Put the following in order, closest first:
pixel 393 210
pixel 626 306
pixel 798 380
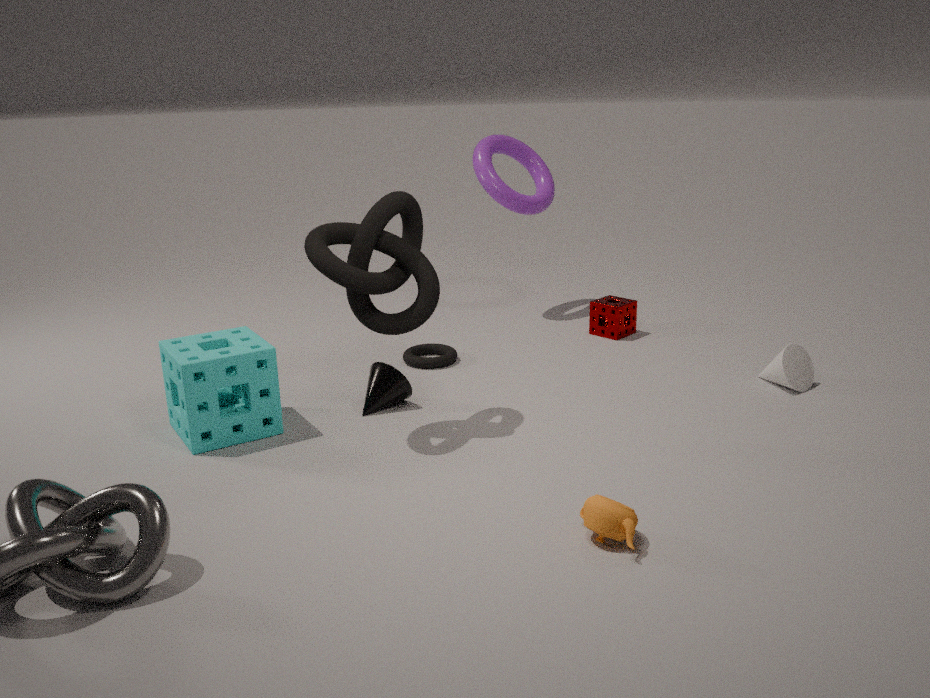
pixel 393 210 → pixel 798 380 → pixel 626 306
